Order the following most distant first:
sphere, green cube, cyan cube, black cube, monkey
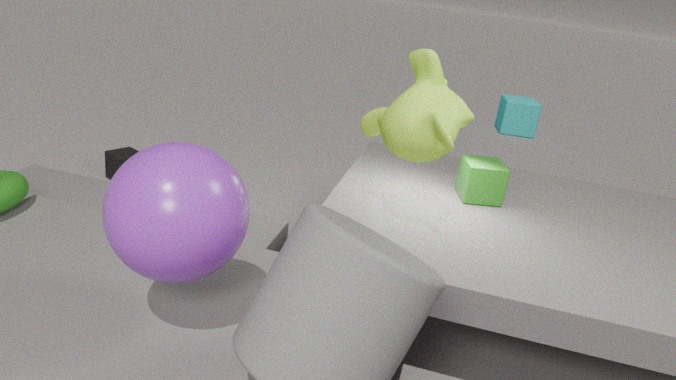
cyan cube
black cube
green cube
monkey
sphere
